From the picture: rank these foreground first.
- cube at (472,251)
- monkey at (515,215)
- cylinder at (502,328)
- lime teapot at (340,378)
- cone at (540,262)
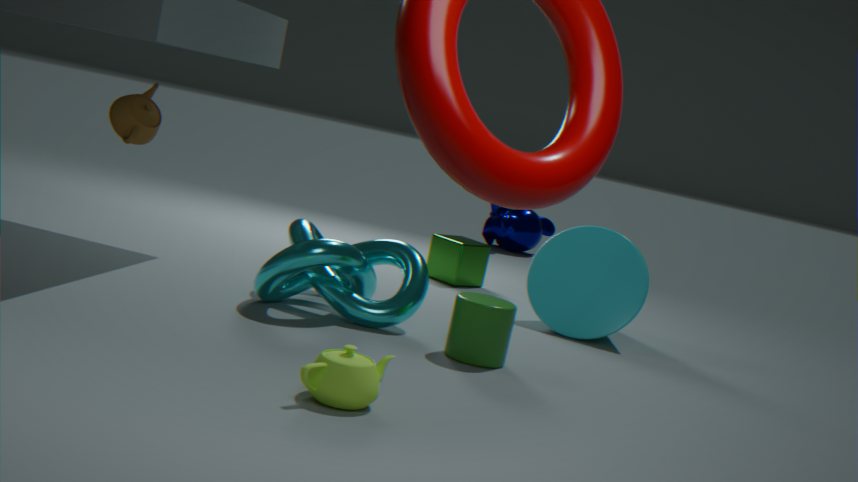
1. lime teapot at (340,378)
2. cylinder at (502,328)
3. cone at (540,262)
4. cube at (472,251)
5. monkey at (515,215)
